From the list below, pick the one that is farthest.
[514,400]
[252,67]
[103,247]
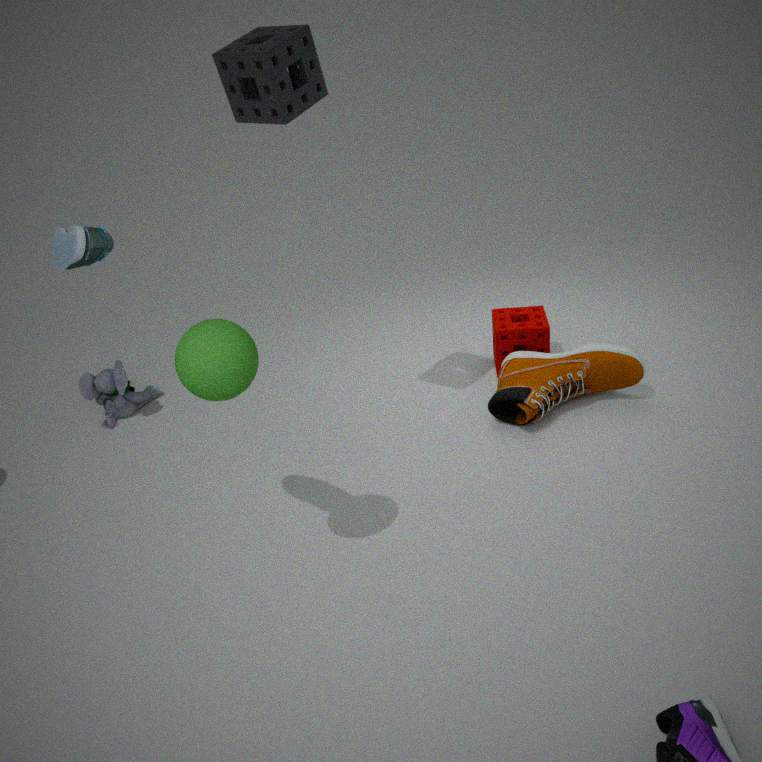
[514,400]
